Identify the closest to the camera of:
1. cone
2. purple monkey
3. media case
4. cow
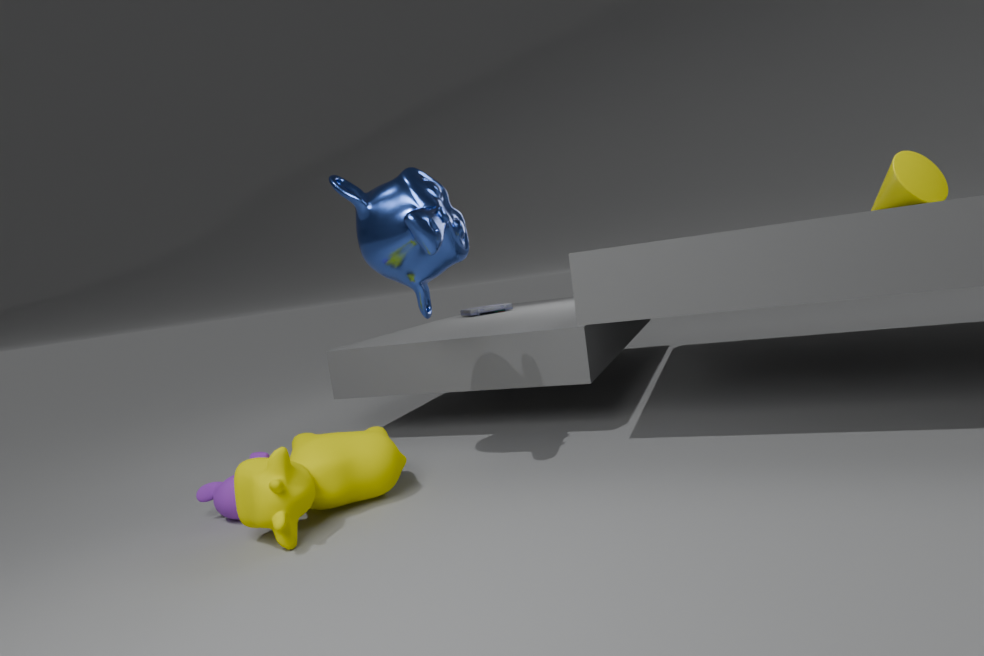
cow
